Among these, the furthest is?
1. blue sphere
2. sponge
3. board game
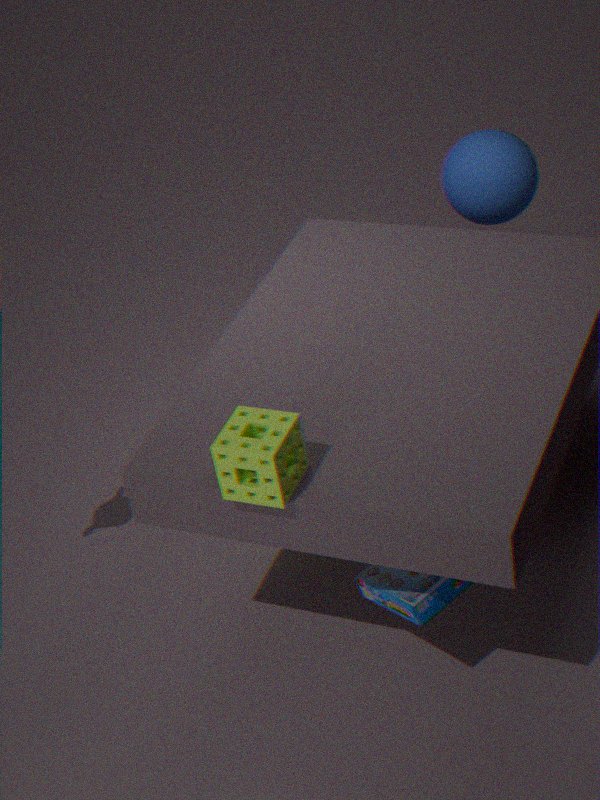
blue sphere
